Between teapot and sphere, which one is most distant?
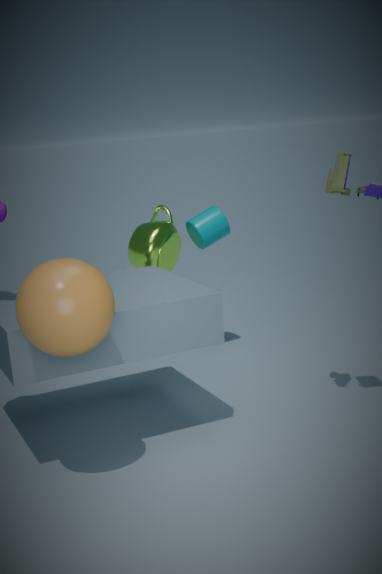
teapot
